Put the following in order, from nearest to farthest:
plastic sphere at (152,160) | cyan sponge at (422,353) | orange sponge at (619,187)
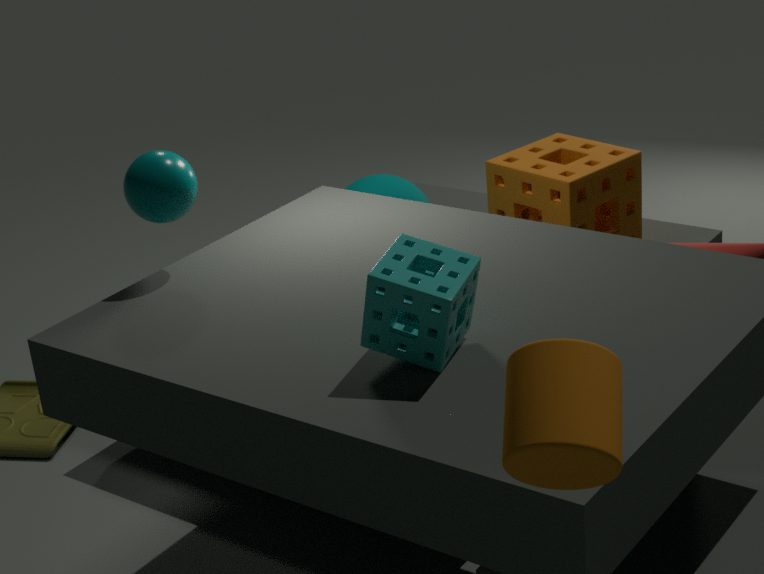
cyan sponge at (422,353)
plastic sphere at (152,160)
orange sponge at (619,187)
